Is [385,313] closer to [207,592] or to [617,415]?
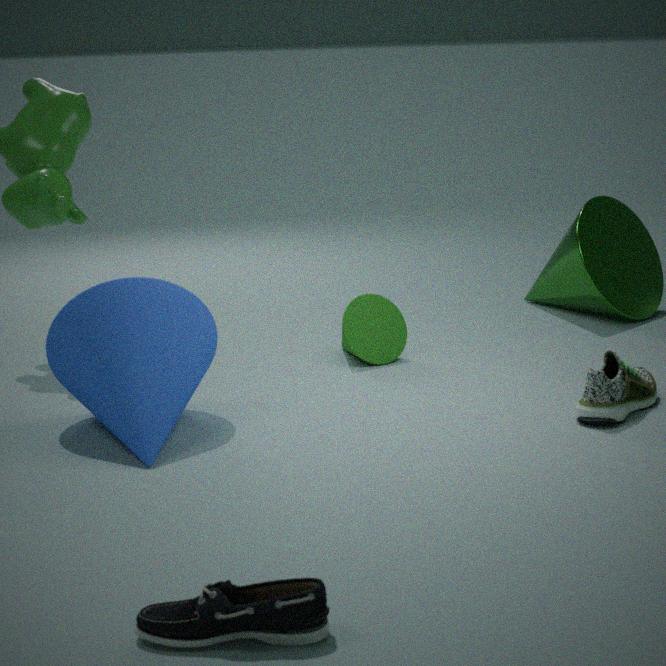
[617,415]
